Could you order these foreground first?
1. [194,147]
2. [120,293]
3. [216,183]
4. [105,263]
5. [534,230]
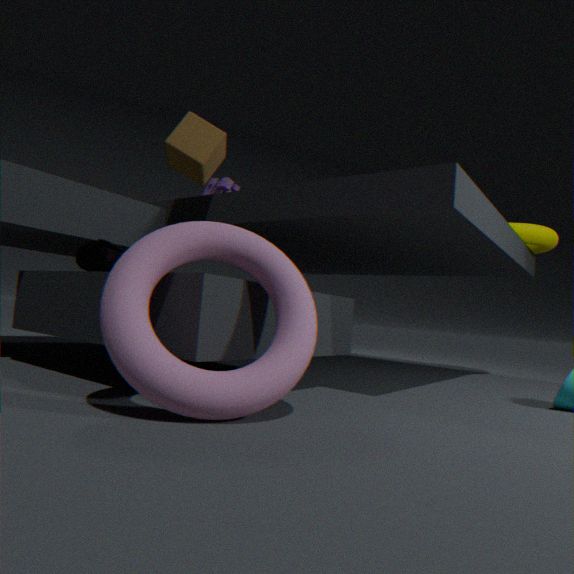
[120,293] → [105,263] → [194,147] → [534,230] → [216,183]
